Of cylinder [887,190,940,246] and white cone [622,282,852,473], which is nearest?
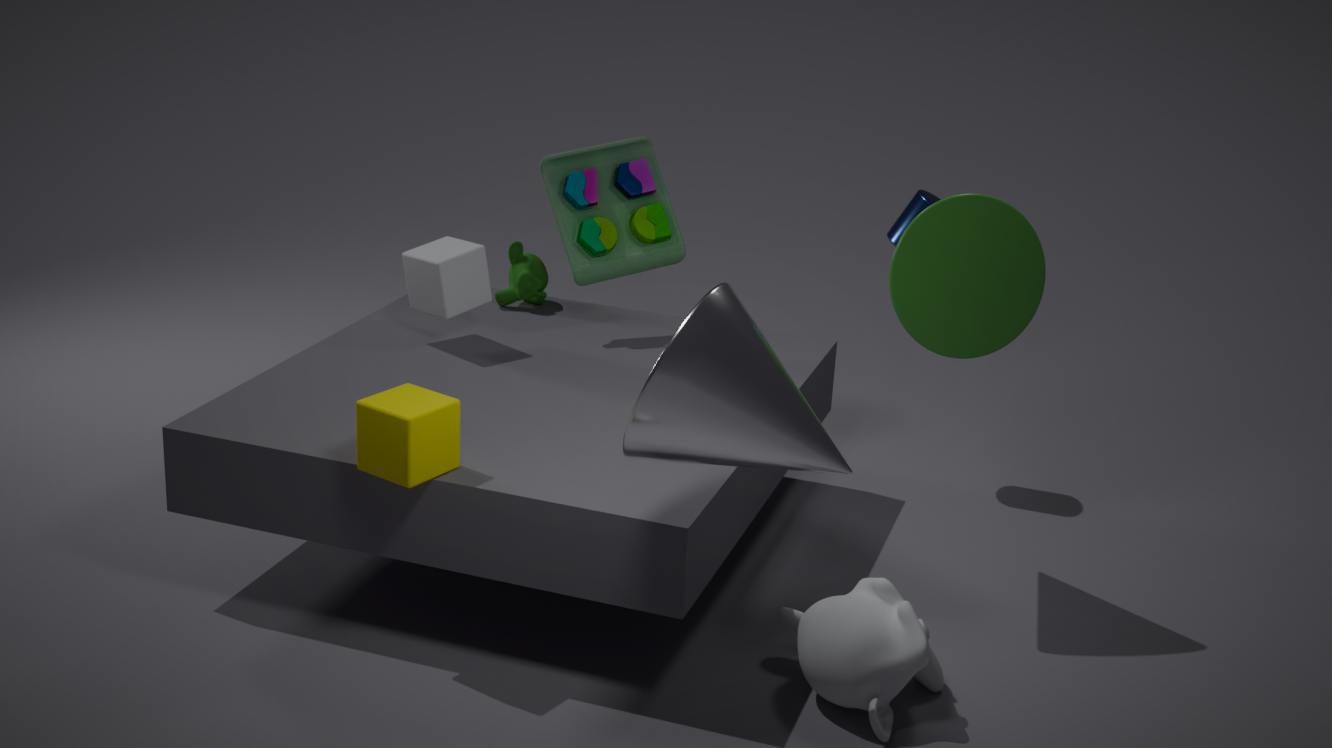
white cone [622,282,852,473]
